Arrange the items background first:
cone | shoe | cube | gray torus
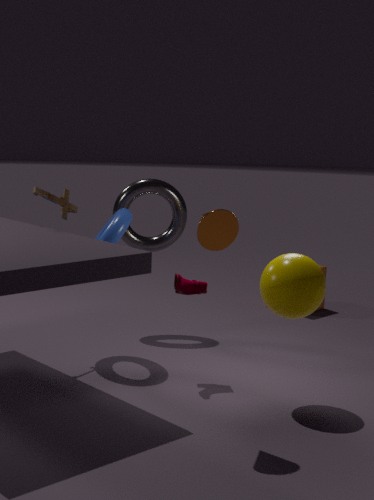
cube, gray torus, shoe, cone
